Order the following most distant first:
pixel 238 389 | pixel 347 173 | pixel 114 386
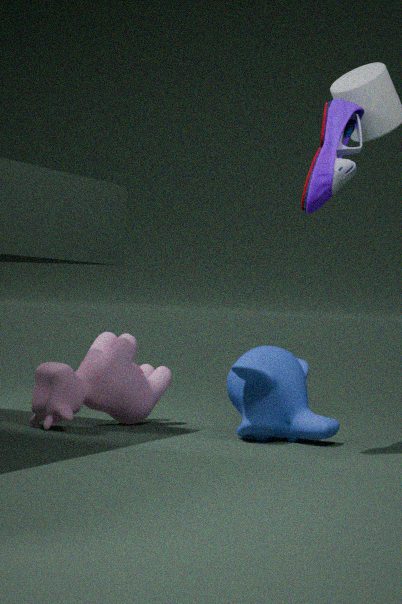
1. pixel 114 386
2. pixel 238 389
3. pixel 347 173
